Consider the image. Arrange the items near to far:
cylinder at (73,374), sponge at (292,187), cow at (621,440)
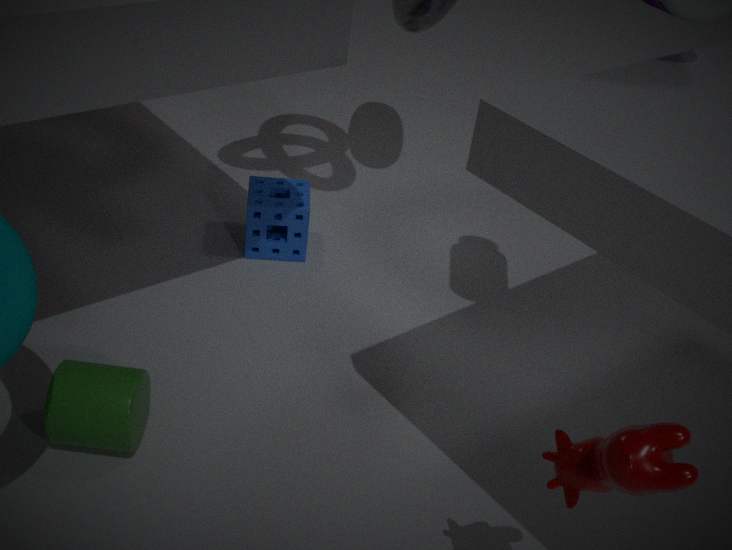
cow at (621,440) < cylinder at (73,374) < sponge at (292,187)
